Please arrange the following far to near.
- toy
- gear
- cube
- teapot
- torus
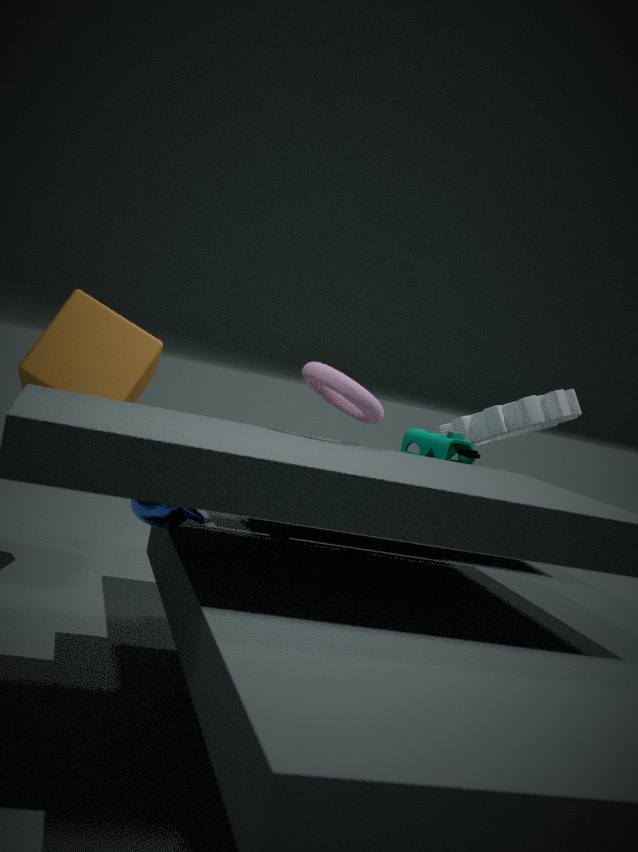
1. gear
2. cube
3. toy
4. torus
5. teapot
